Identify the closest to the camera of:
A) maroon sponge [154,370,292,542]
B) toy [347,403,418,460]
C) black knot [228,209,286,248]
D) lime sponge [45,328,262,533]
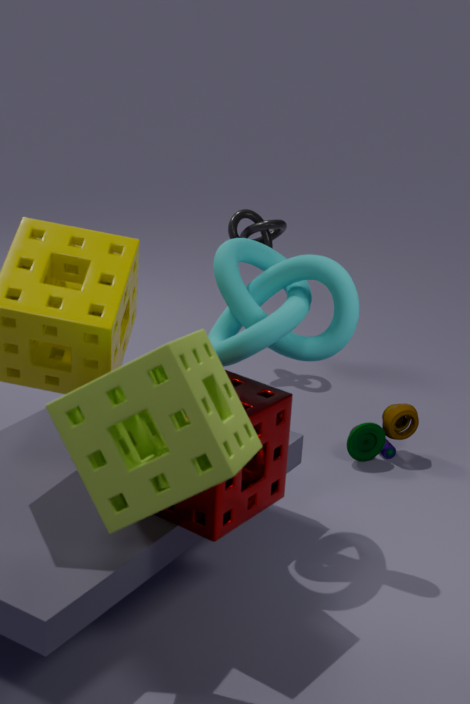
lime sponge [45,328,262,533]
